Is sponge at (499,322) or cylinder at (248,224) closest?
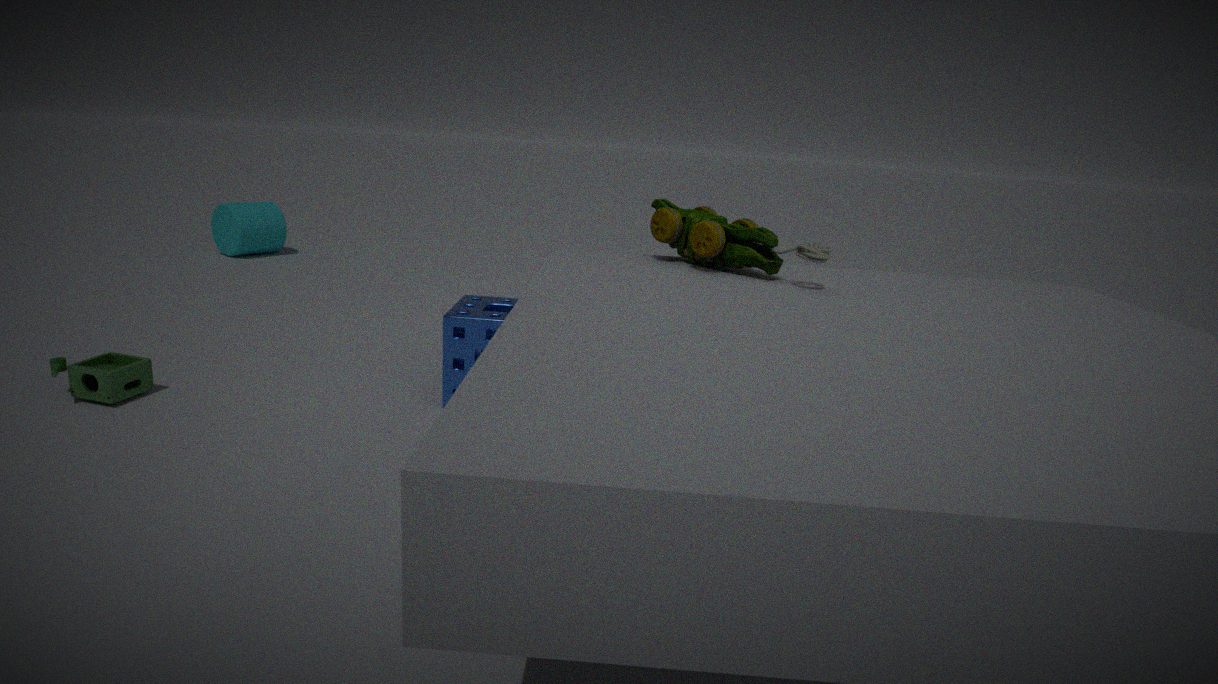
sponge at (499,322)
